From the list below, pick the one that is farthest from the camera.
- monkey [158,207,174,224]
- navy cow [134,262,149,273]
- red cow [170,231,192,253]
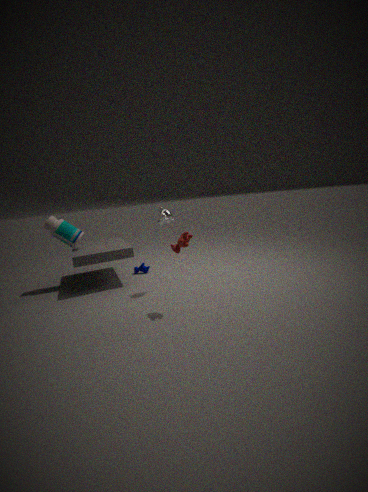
navy cow [134,262,149,273]
